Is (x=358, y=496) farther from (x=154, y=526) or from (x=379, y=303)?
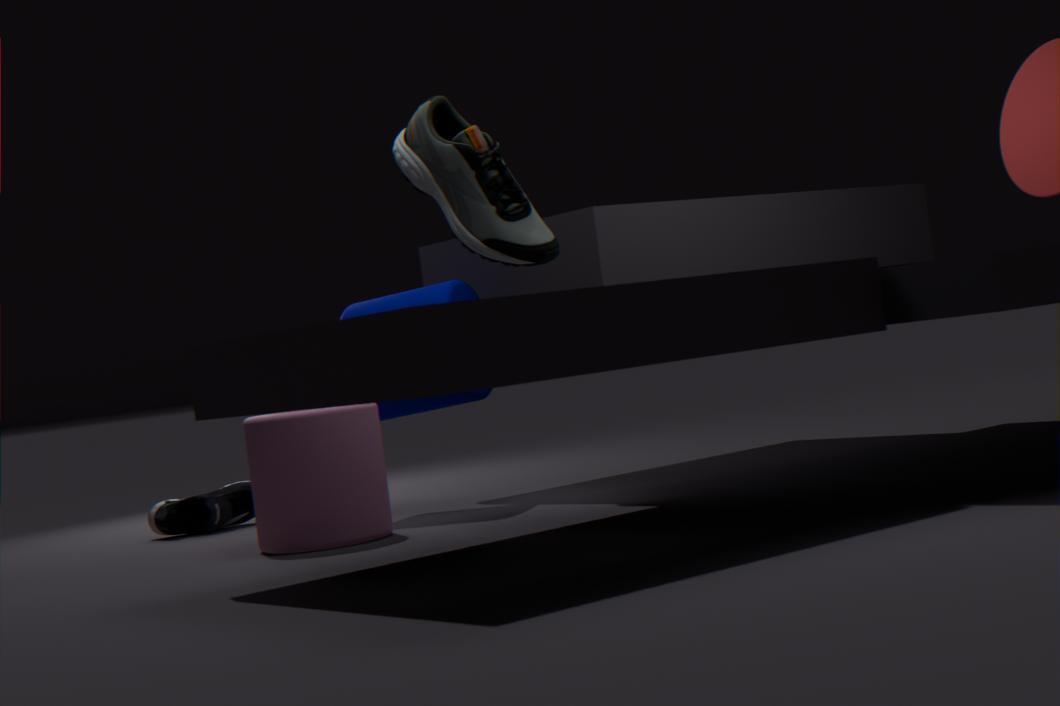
(x=154, y=526)
